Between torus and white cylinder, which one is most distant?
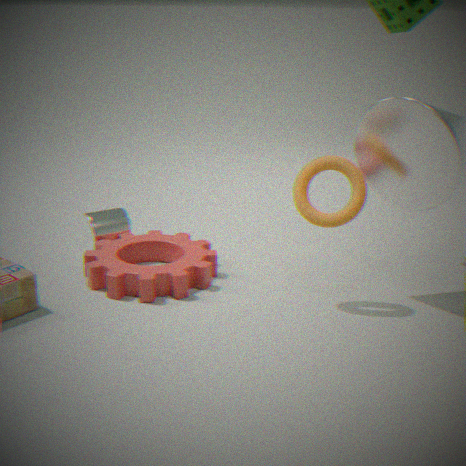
white cylinder
